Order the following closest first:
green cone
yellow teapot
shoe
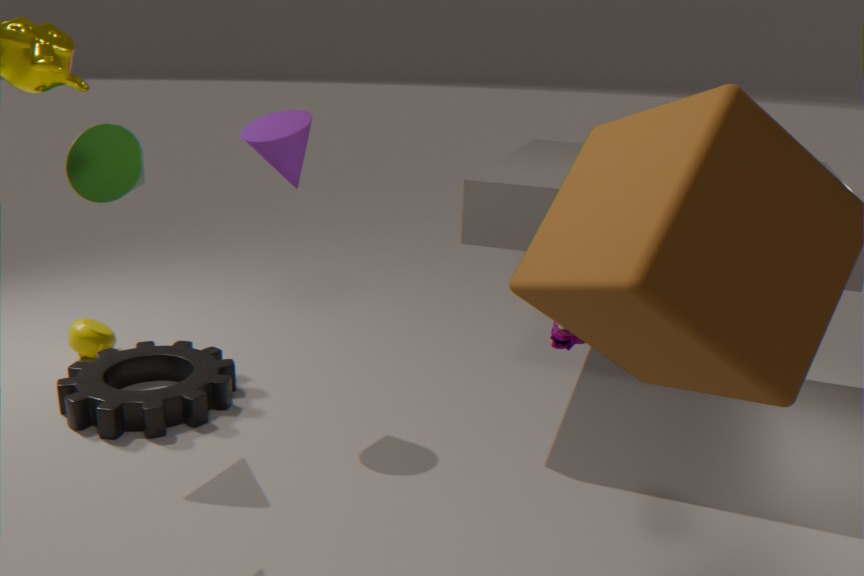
shoe → green cone → yellow teapot
